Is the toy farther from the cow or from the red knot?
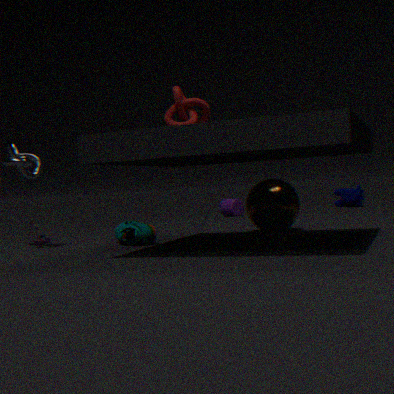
the cow
